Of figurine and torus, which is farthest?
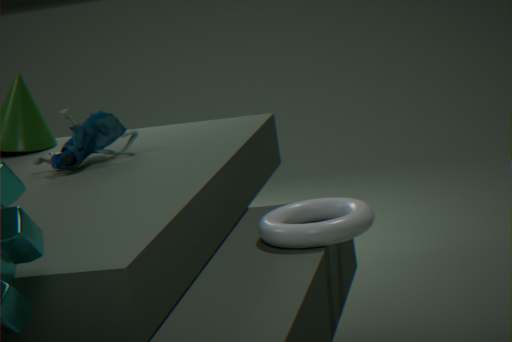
figurine
